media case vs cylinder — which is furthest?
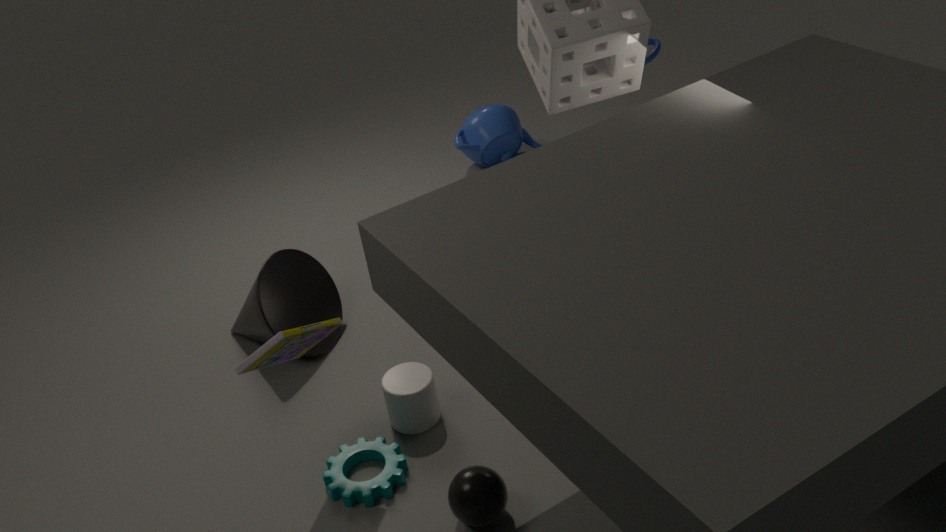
cylinder
